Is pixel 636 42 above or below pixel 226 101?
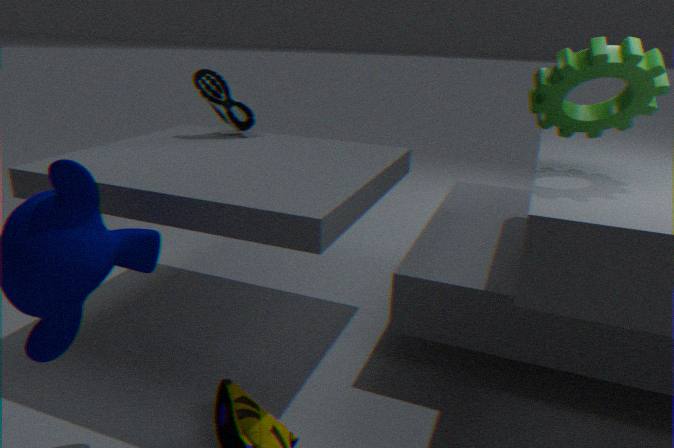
above
